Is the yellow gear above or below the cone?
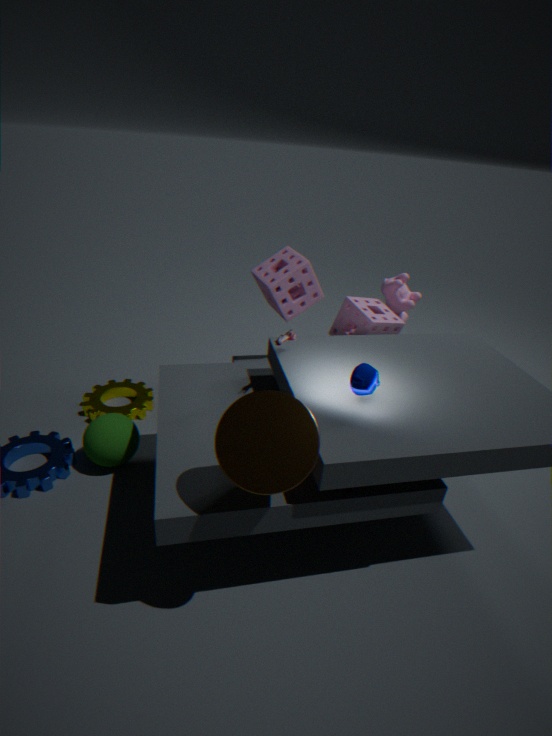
below
